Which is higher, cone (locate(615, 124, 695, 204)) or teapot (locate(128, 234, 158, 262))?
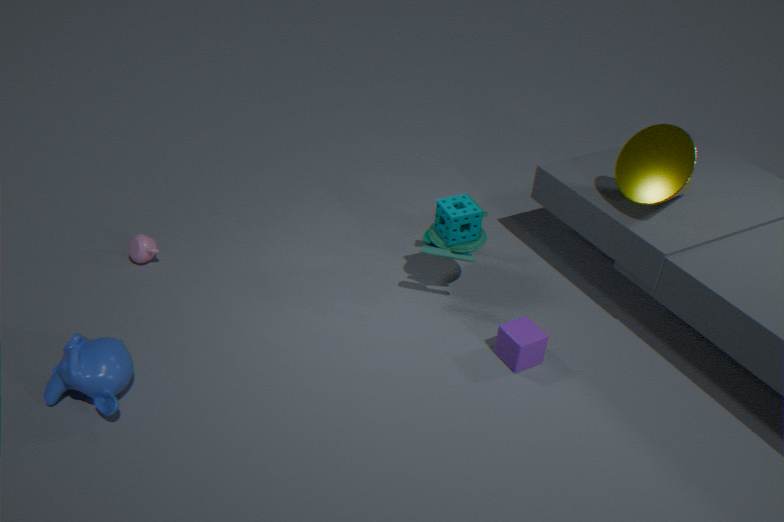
cone (locate(615, 124, 695, 204))
